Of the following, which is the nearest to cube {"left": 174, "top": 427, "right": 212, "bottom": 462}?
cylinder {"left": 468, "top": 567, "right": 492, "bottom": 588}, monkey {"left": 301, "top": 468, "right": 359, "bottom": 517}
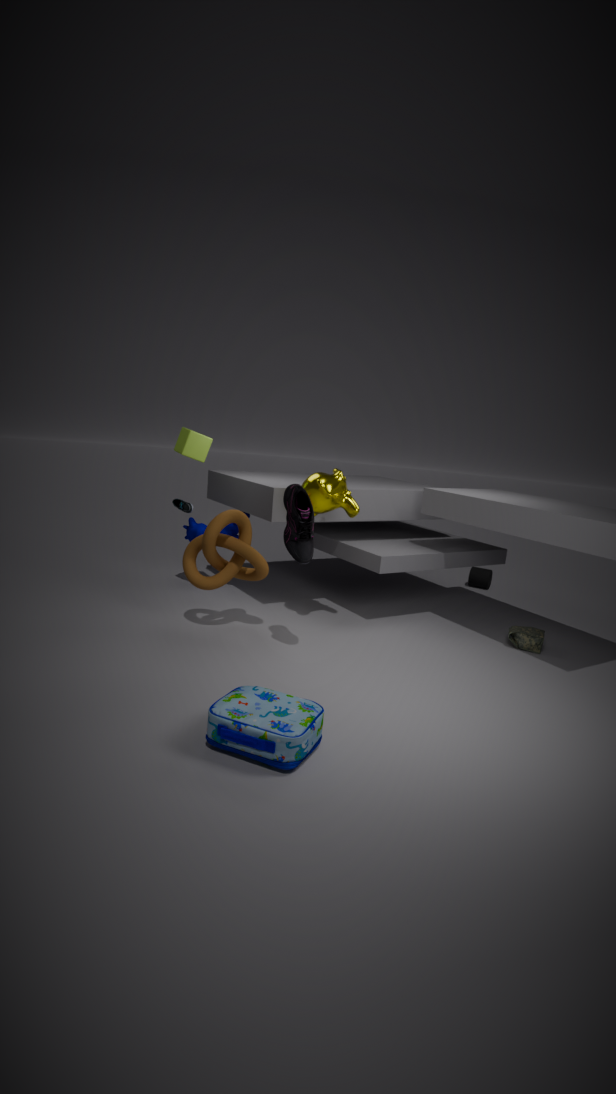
monkey {"left": 301, "top": 468, "right": 359, "bottom": 517}
